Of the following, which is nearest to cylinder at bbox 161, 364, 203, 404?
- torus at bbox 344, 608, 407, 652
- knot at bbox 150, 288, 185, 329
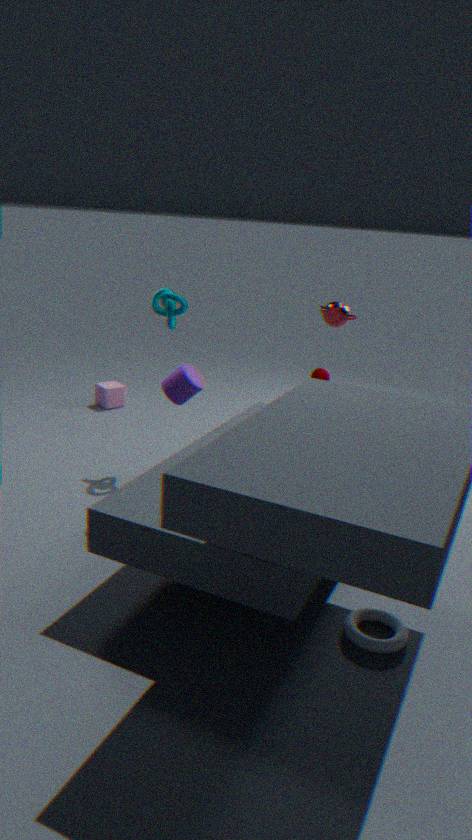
knot at bbox 150, 288, 185, 329
